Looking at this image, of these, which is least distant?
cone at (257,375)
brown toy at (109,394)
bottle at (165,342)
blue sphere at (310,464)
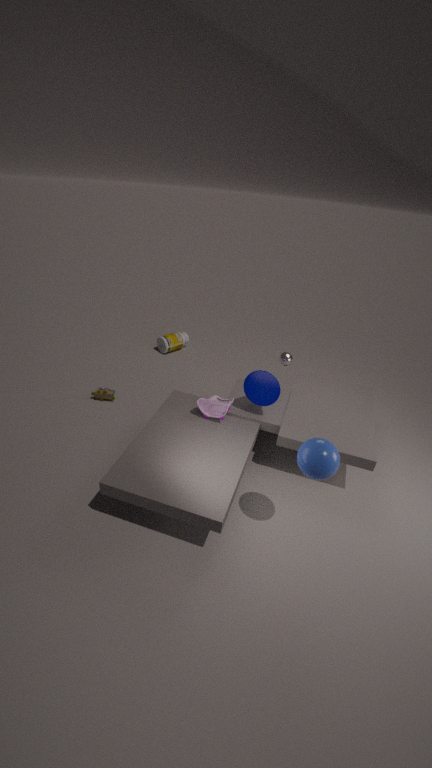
blue sphere at (310,464)
